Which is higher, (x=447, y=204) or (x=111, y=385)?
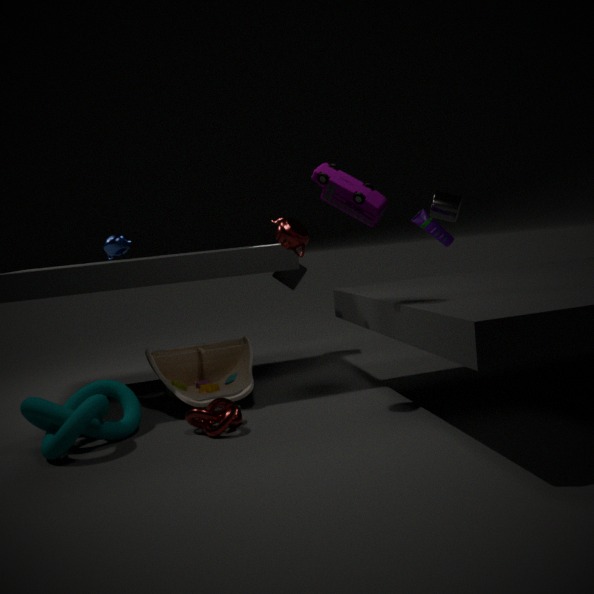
(x=447, y=204)
